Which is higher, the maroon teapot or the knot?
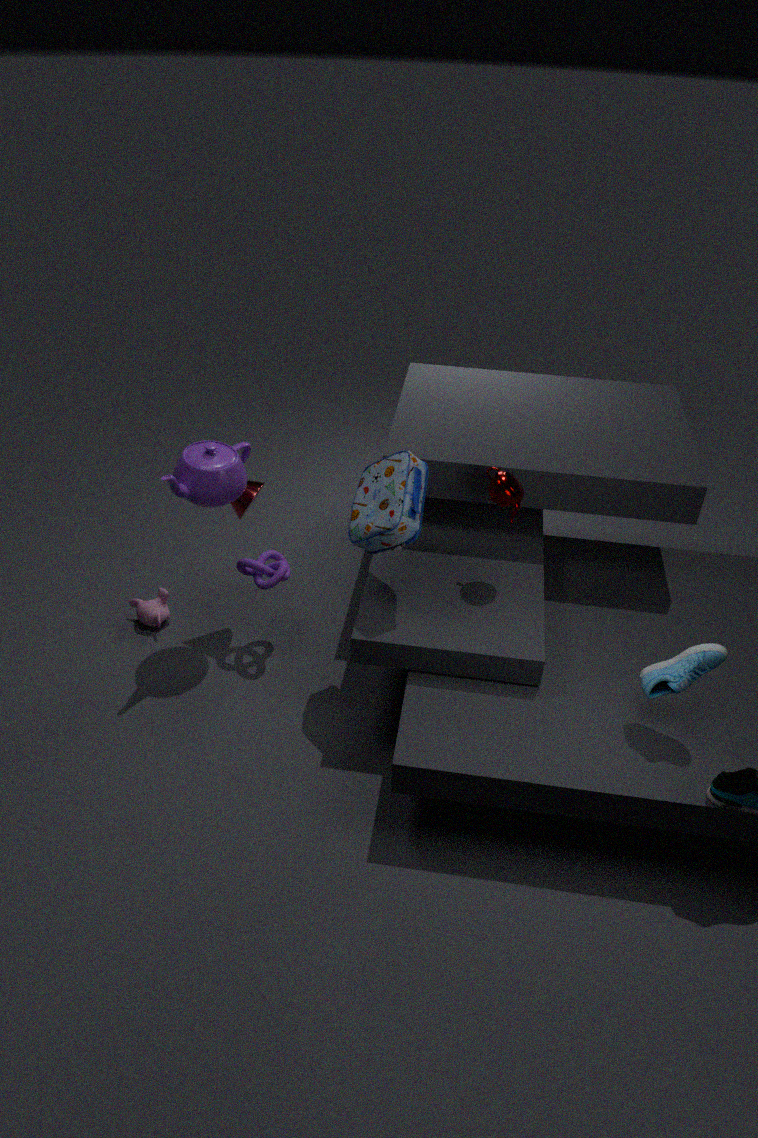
the maroon teapot
